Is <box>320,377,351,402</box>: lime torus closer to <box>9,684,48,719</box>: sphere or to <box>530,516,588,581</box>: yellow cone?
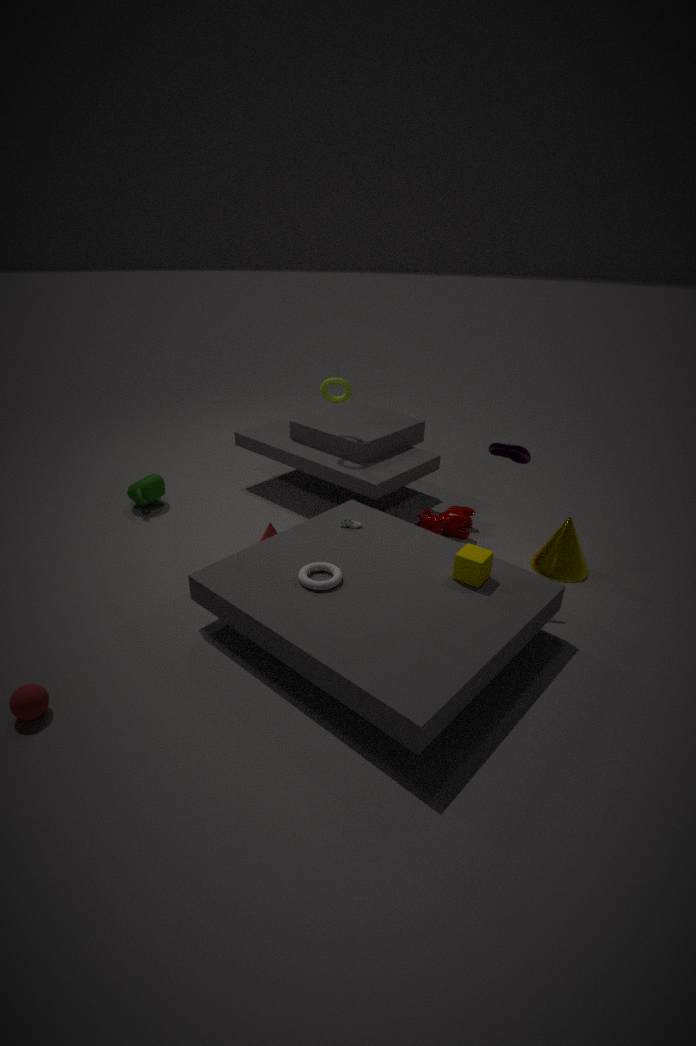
<box>530,516,588,581</box>: yellow cone
